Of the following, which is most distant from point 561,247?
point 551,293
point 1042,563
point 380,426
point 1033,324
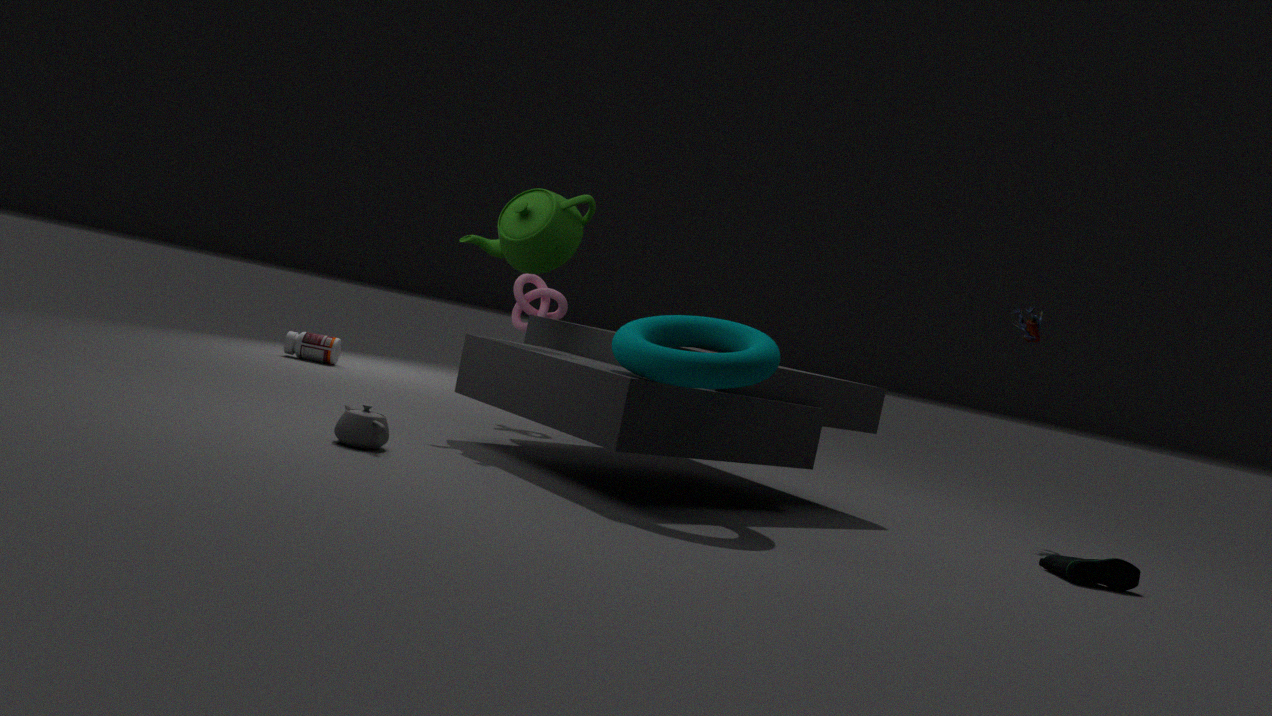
point 1042,563
